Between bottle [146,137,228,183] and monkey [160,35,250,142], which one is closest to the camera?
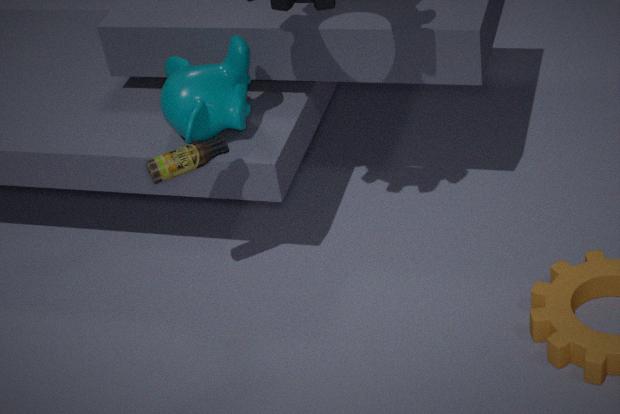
bottle [146,137,228,183]
